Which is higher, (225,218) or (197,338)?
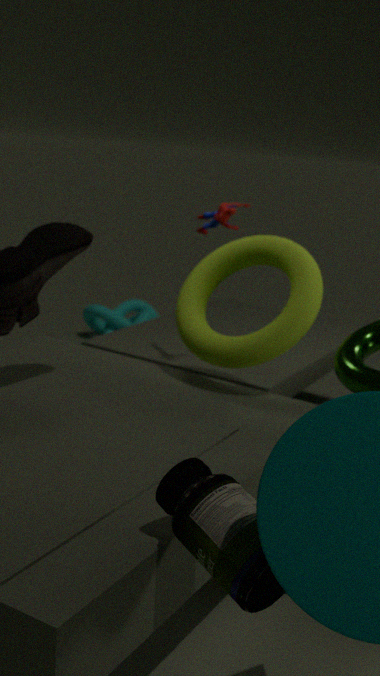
(225,218)
